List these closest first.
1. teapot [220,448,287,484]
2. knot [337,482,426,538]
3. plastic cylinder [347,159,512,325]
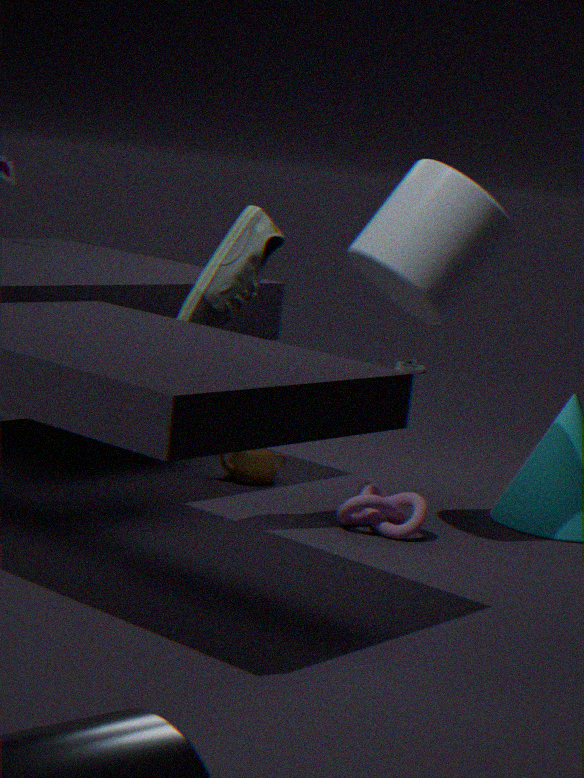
plastic cylinder [347,159,512,325] < knot [337,482,426,538] < teapot [220,448,287,484]
